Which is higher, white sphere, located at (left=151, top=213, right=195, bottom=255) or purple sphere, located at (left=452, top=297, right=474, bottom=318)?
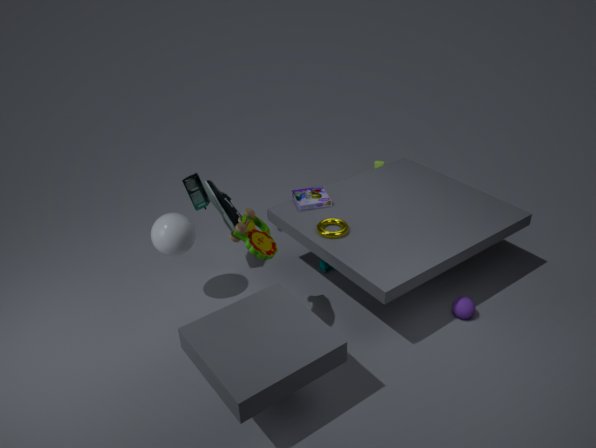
white sphere, located at (left=151, top=213, right=195, bottom=255)
